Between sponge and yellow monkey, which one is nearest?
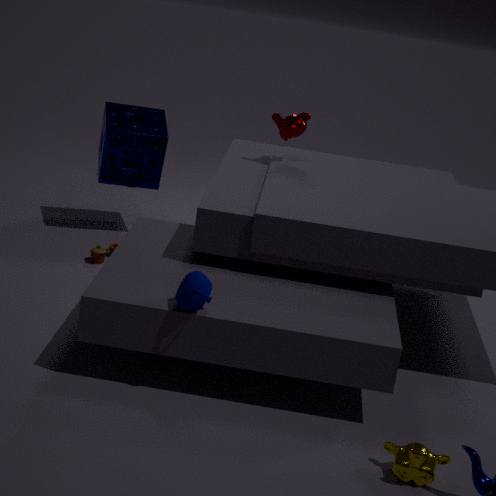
yellow monkey
